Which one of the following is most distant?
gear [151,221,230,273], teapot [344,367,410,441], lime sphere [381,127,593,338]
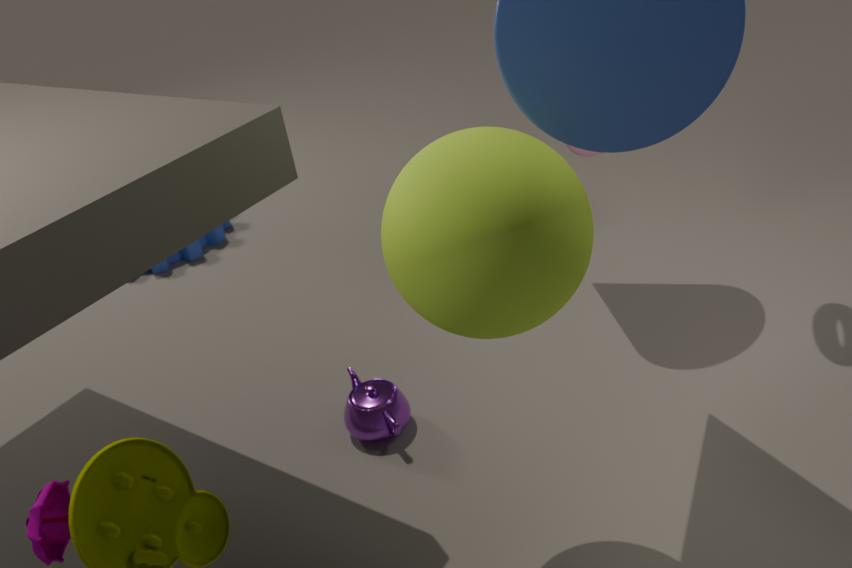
gear [151,221,230,273]
